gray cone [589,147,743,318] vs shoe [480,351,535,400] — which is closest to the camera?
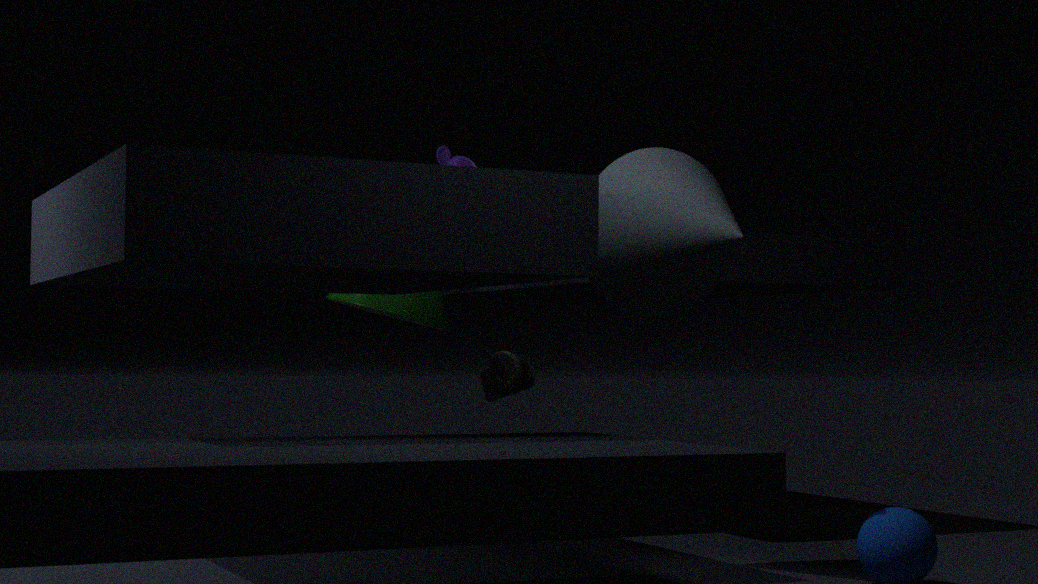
gray cone [589,147,743,318]
